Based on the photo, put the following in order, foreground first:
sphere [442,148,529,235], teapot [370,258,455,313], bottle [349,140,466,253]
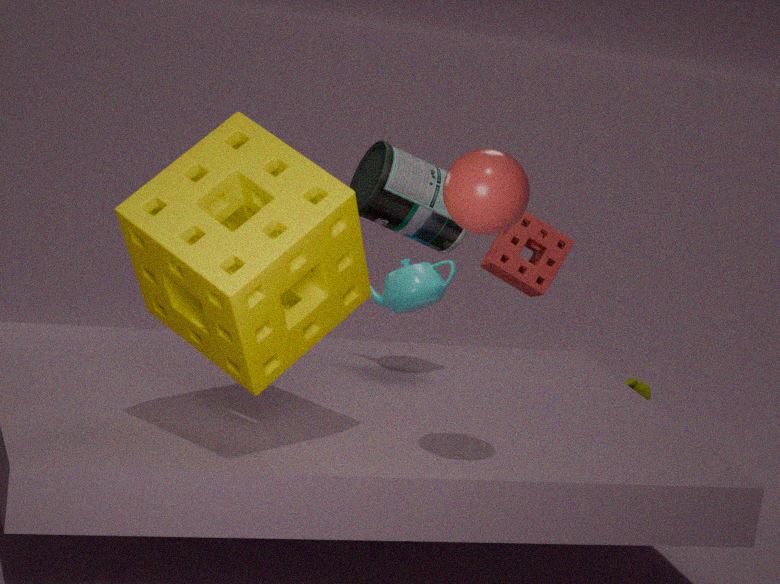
sphere [442,148,529,235], teapot [370,258,455,313], bottle [349,140,466,253]
